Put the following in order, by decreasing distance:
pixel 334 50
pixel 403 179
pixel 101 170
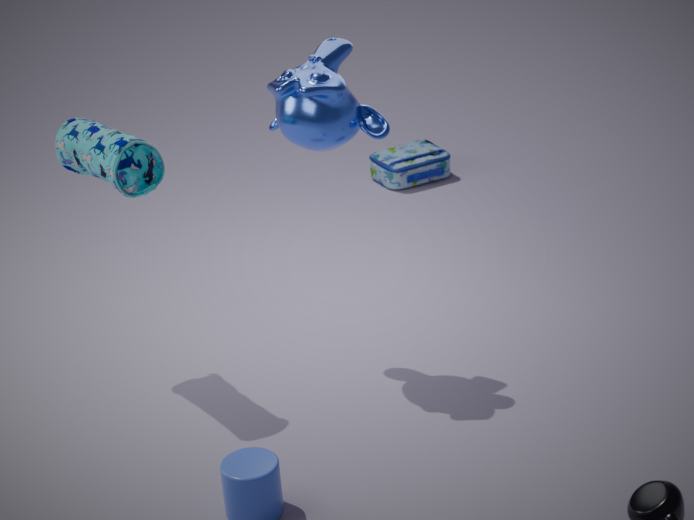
pixel 403 179 → pixel 334 50 → pixel 101 170
